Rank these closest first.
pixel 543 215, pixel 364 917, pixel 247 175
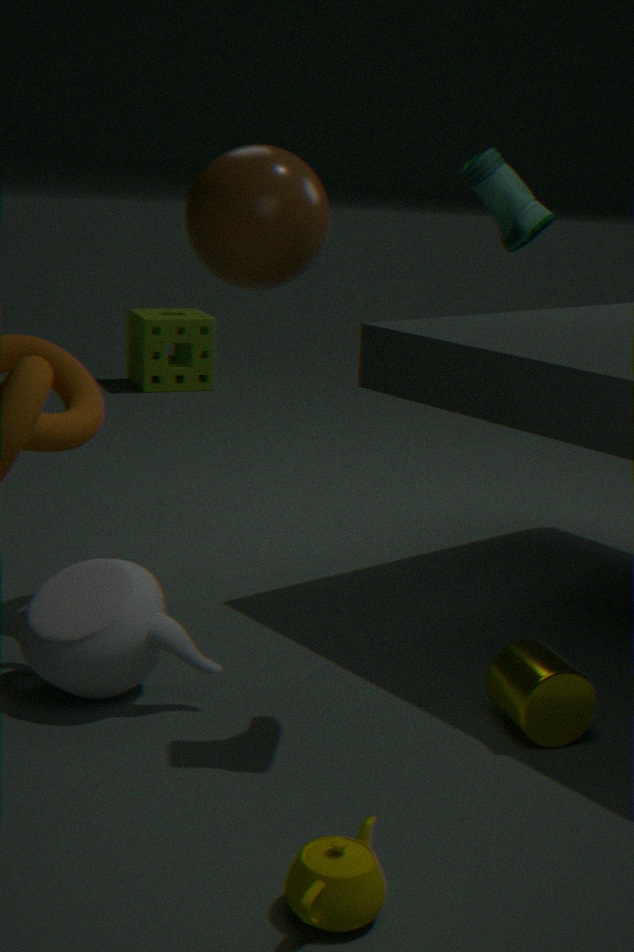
1. pixel 364 917
2. pixel 543 215
3. pixel 247 175
